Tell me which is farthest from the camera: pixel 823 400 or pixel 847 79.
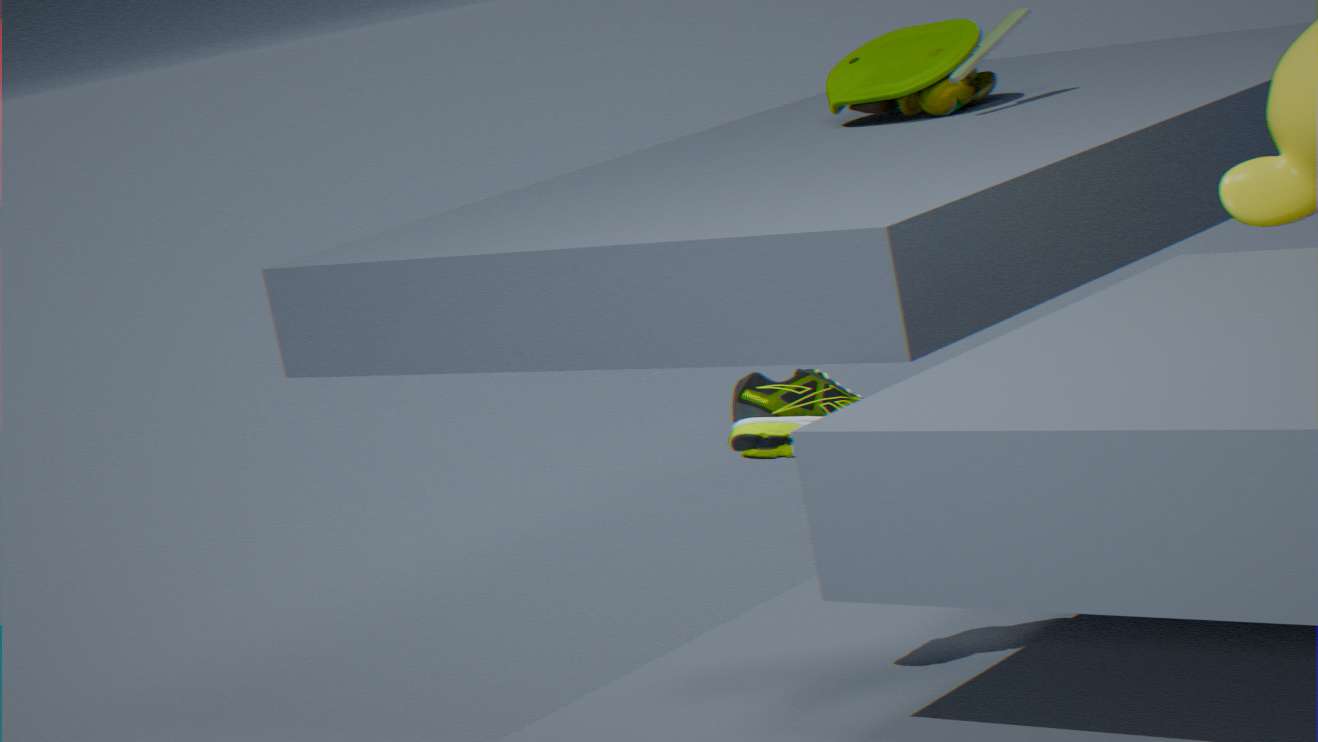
pixel 847 79
